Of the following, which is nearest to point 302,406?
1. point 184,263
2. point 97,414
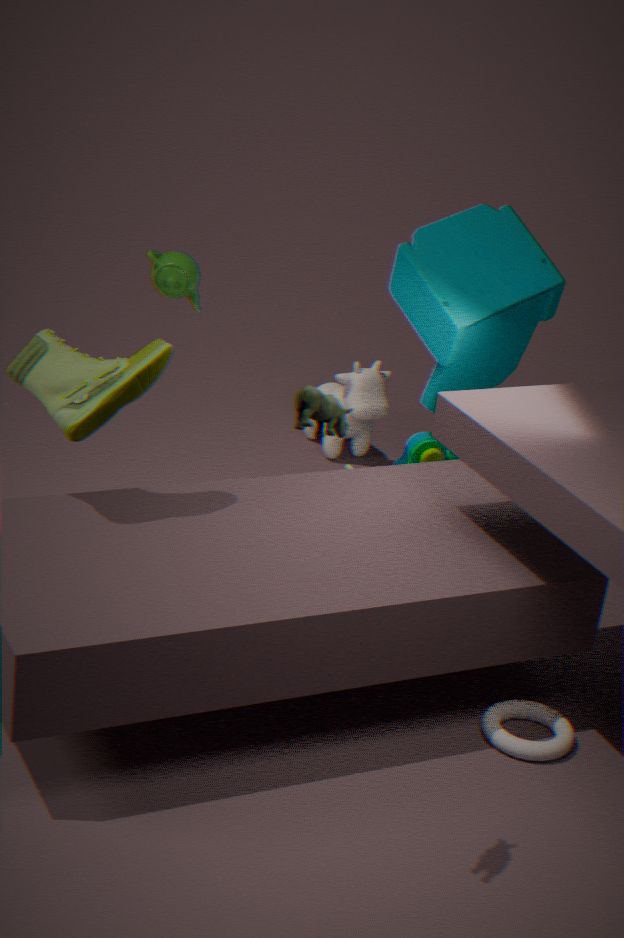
point 97,414
